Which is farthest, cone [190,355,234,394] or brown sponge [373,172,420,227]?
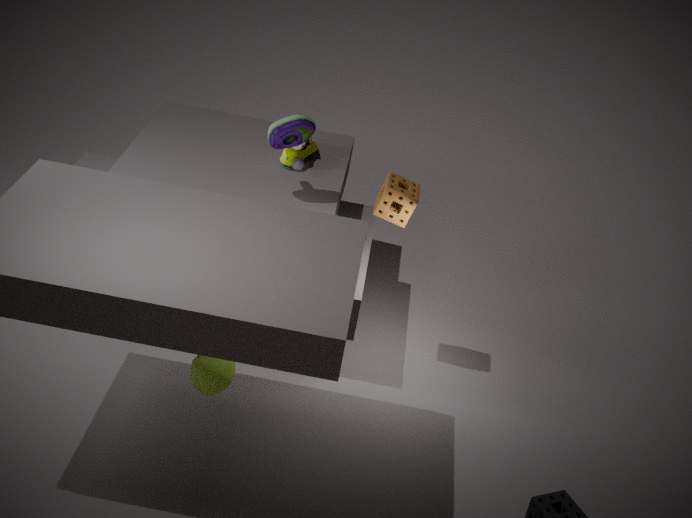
brown sponge [373,172,420,227]
